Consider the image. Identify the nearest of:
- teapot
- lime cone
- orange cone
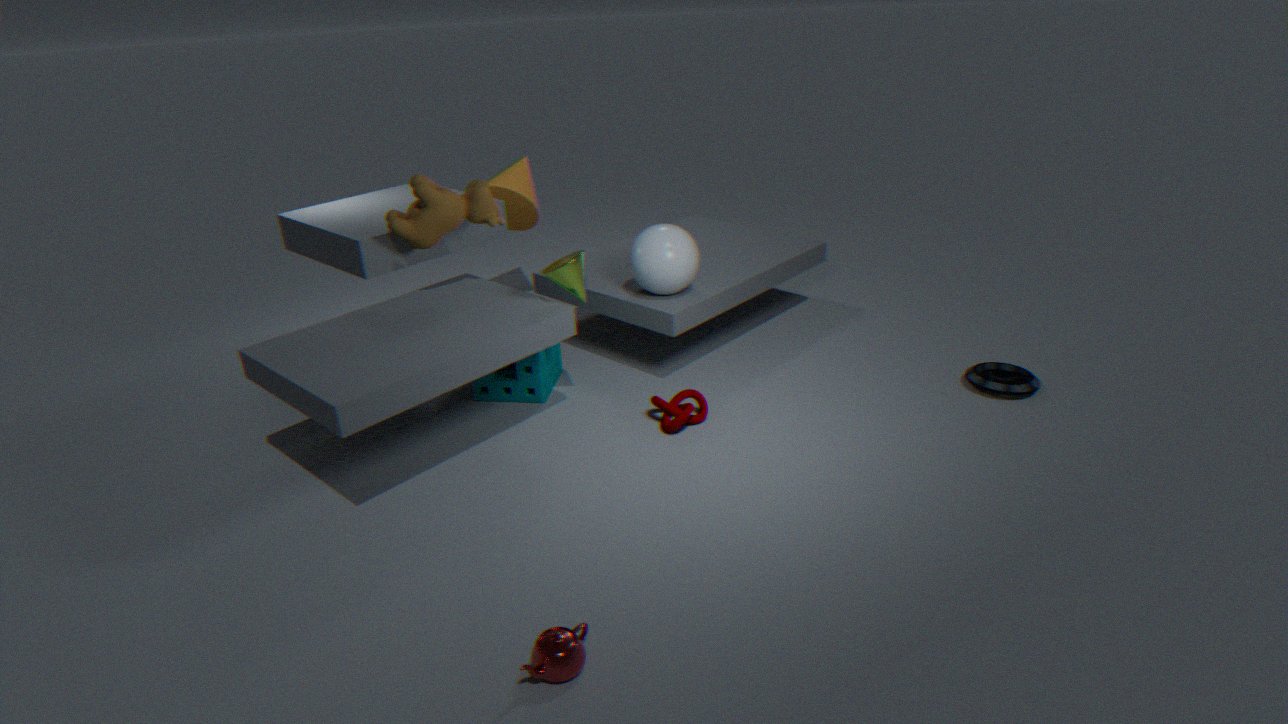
teapot
